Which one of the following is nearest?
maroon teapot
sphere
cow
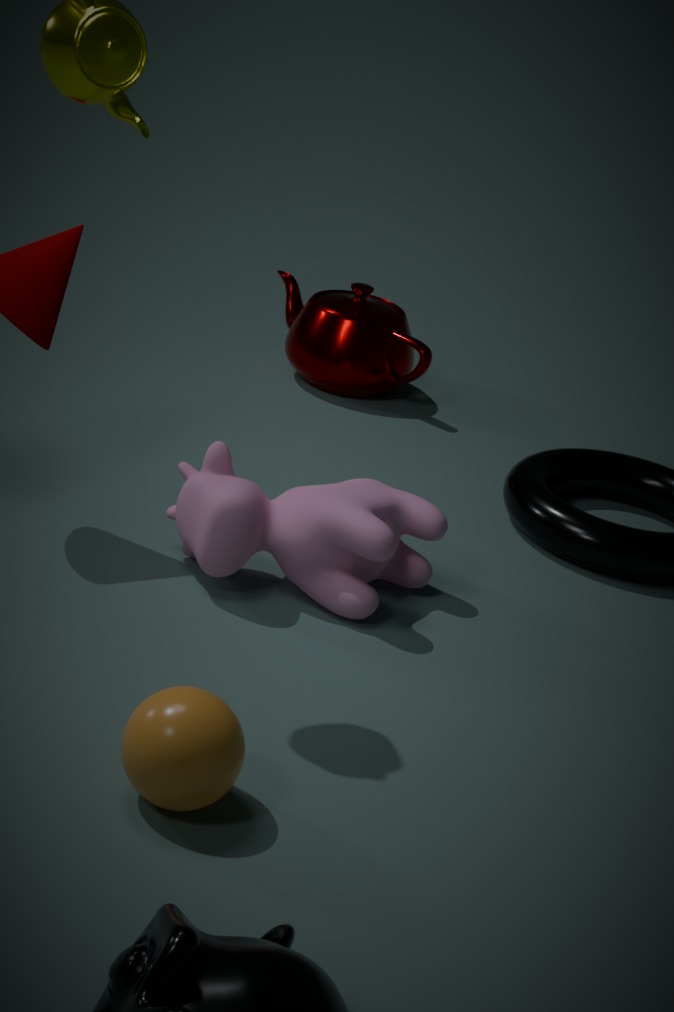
sphere
